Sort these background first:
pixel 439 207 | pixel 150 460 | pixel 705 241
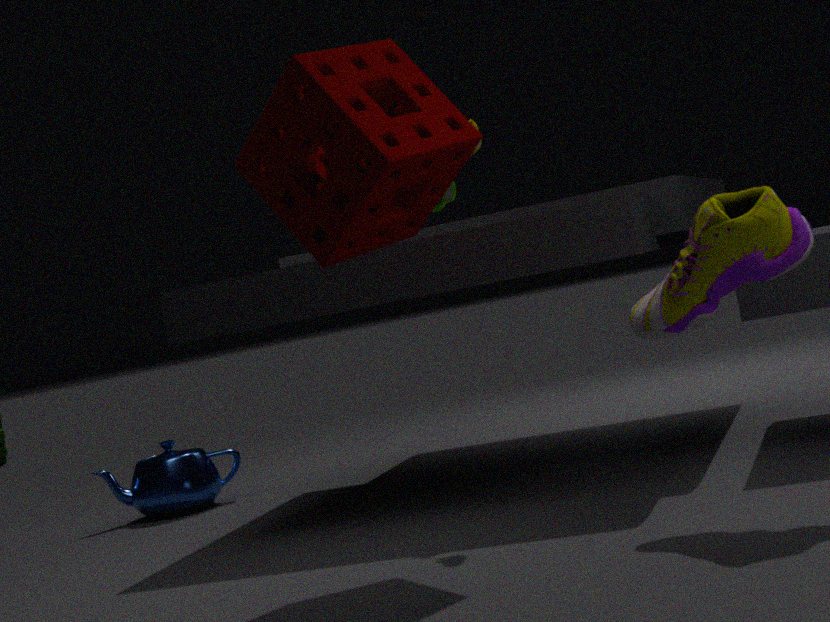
1. pixel 150 460
2. pixel 439 207
3. pixel 705 241
